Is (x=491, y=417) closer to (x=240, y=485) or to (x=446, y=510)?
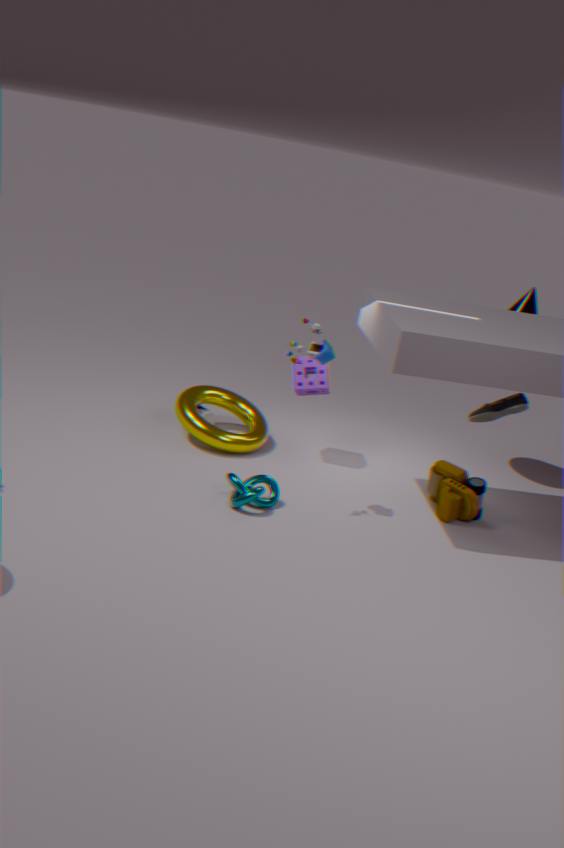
(x=446, y=510)
